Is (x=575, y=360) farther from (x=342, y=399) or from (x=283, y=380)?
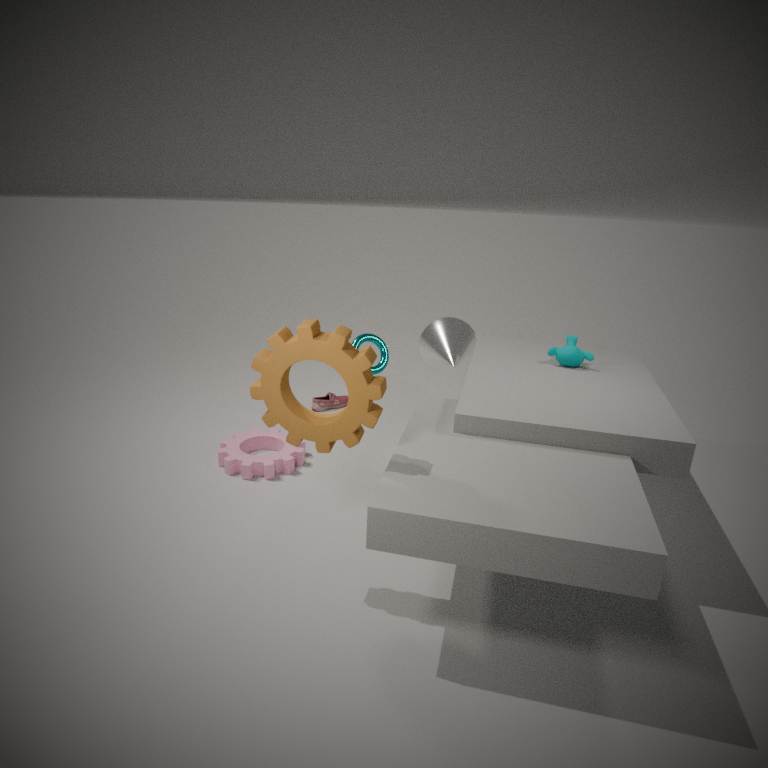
(x=342, y=399)
